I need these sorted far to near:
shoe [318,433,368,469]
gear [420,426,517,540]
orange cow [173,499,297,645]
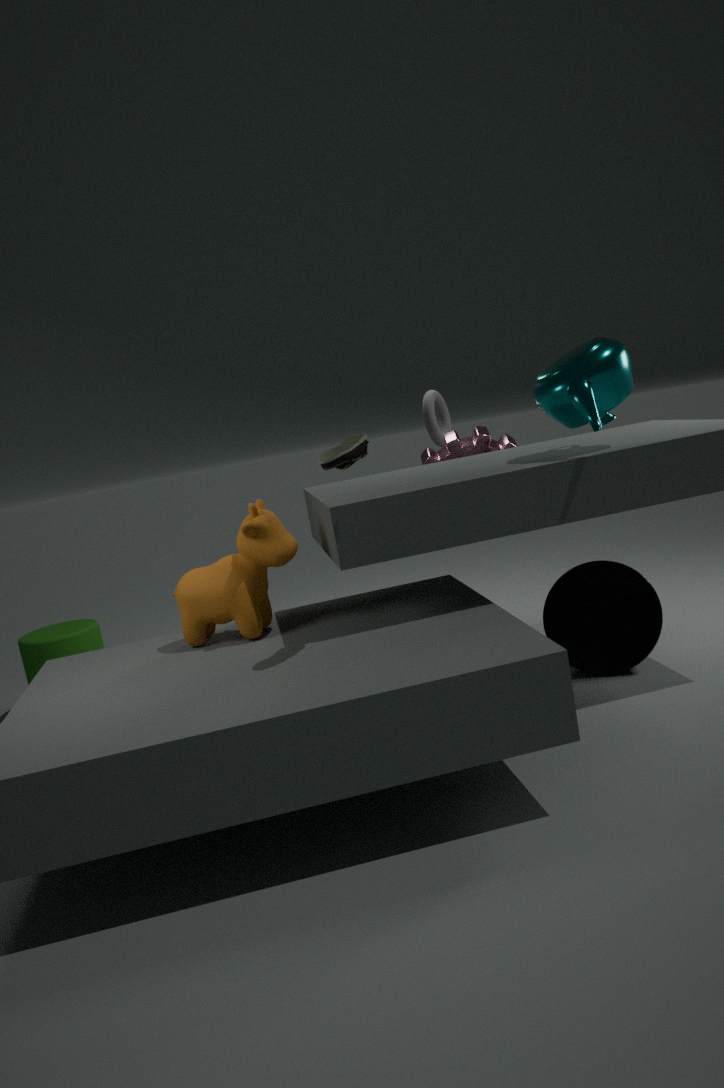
gear [420,426,517,540] < orange cow [173,499,297,645] < shoe [318,433,368,469]
